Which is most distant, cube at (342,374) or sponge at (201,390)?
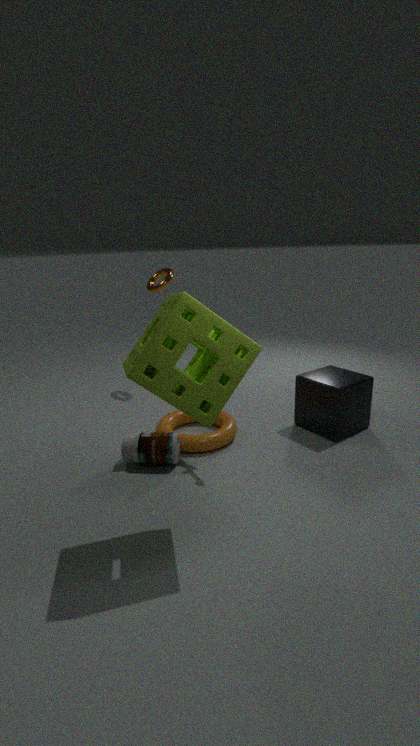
cube at (342,374)
